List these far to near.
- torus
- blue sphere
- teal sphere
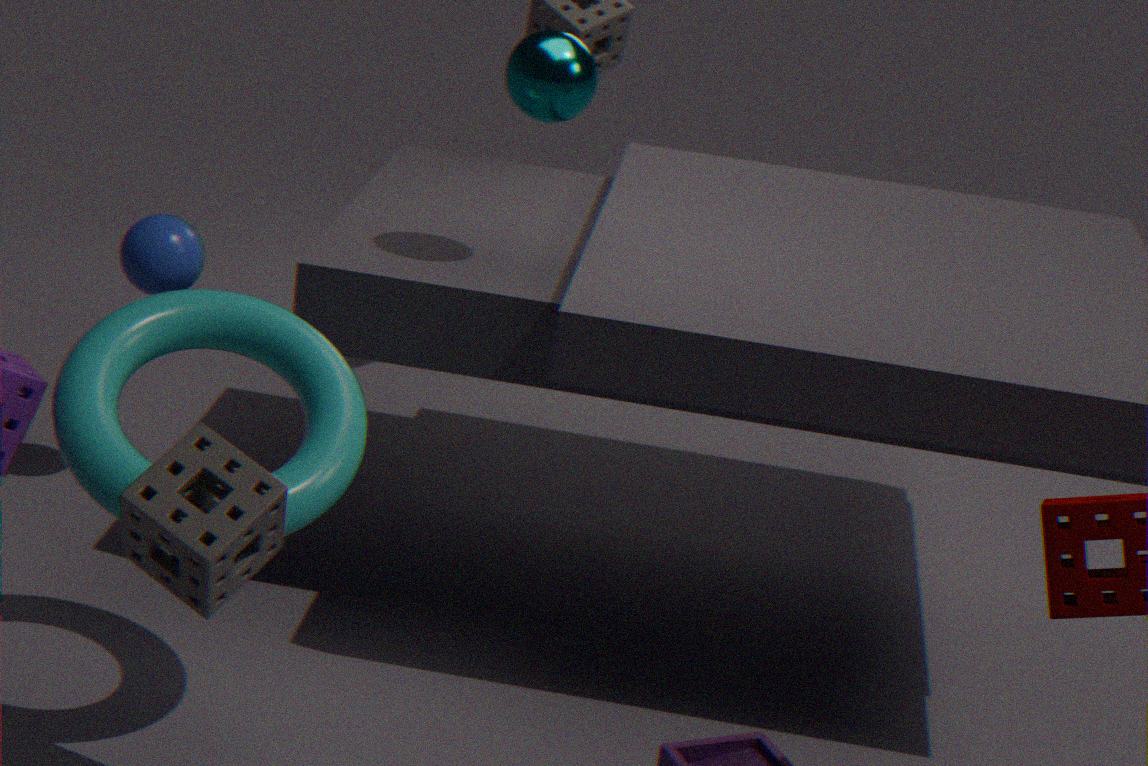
blue sphere, teal sphere, torus
